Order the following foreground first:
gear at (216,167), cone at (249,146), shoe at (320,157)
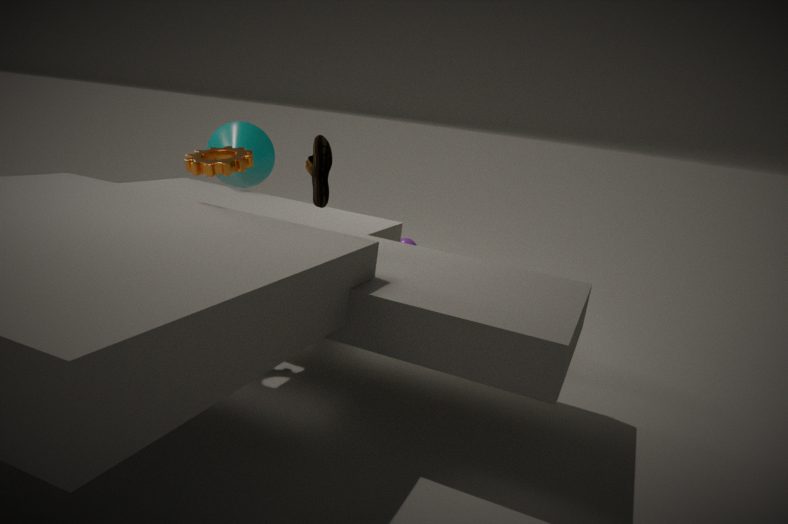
shoe at (320,157) → gear at (216,167) → cone at (249,146)
